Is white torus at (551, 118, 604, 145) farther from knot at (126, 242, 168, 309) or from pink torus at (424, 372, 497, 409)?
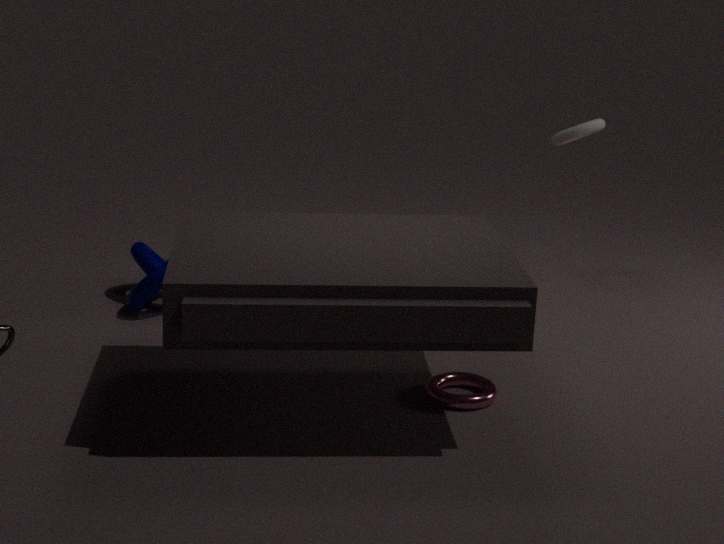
knot at (126, 242, 168, 309)
